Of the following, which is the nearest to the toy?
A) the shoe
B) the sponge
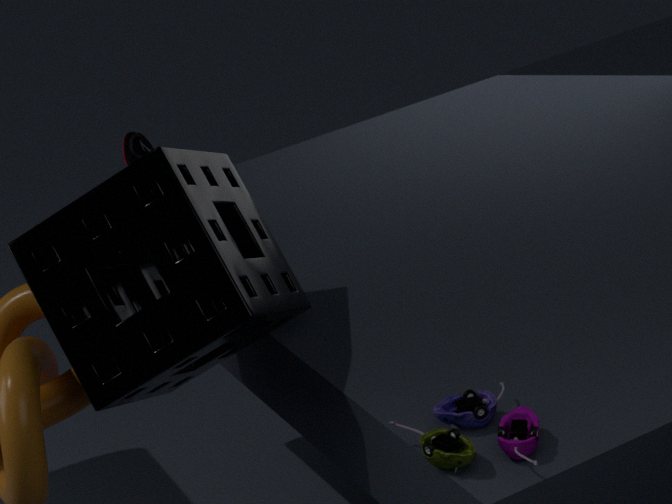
the sponge
